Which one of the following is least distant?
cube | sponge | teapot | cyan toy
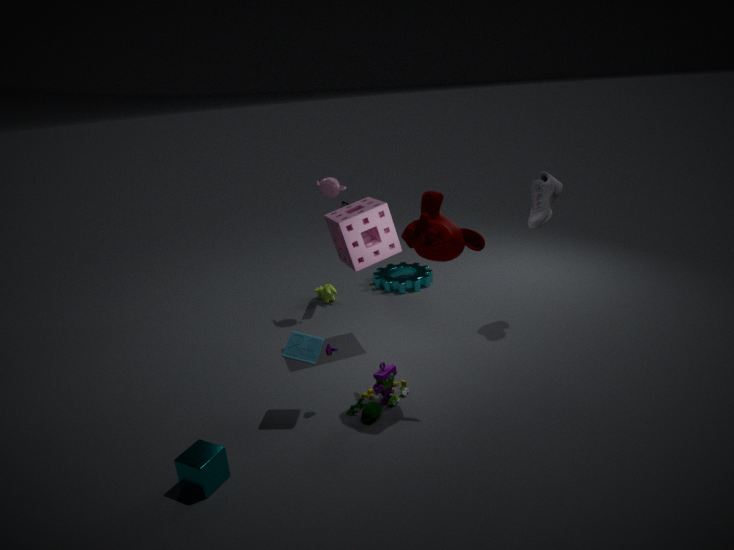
cube
